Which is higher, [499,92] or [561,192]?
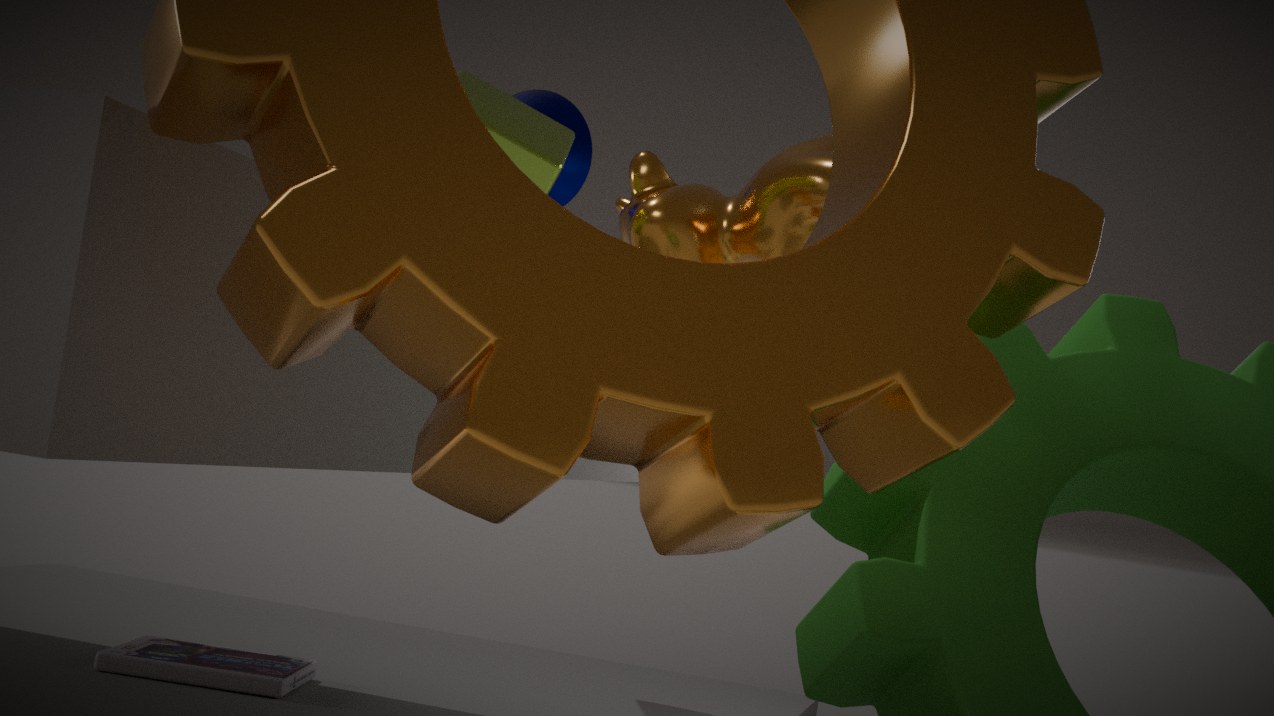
[561,192]
